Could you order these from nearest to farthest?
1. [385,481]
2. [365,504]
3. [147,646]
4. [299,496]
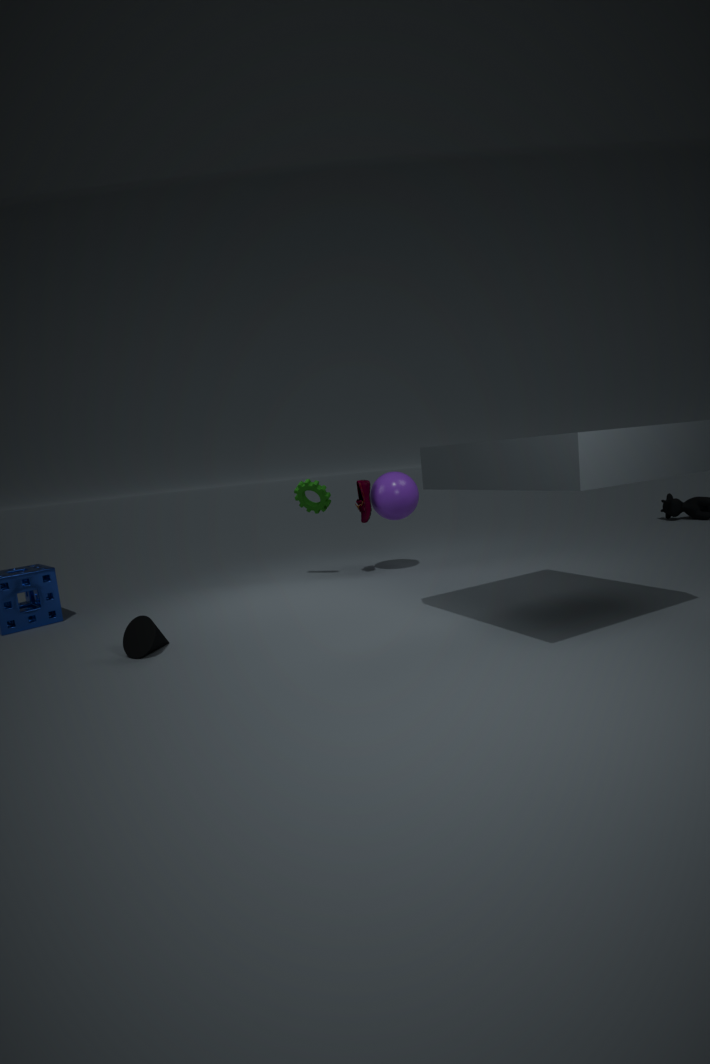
[147,646], [385,481], [365,504], [299,496]
